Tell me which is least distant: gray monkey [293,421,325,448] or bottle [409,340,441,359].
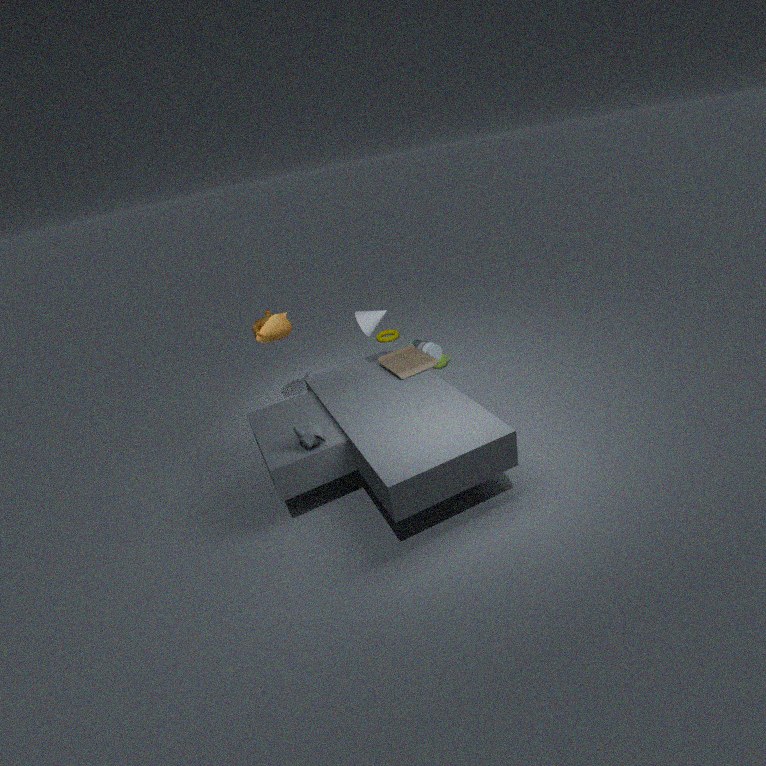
gray monkey [293,421,325,448]
